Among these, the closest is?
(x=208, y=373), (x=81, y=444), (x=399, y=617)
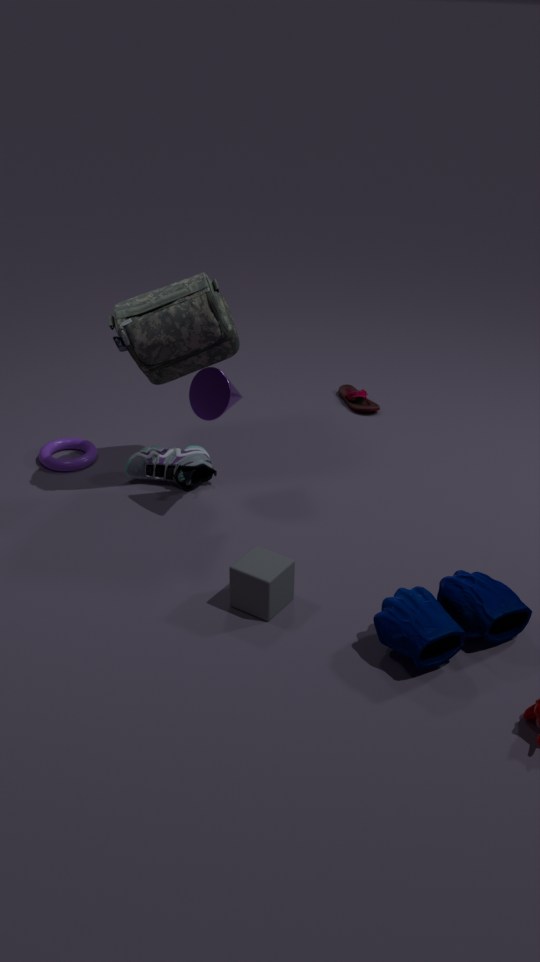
(x=399, y=617)
